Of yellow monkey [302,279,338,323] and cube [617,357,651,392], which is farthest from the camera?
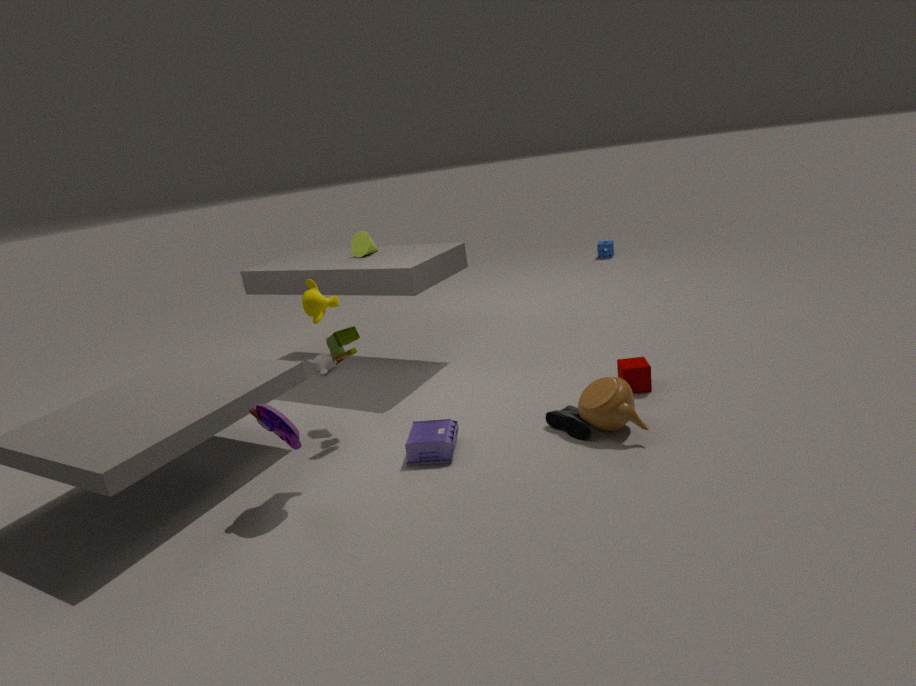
cube [617,357,651,392]
